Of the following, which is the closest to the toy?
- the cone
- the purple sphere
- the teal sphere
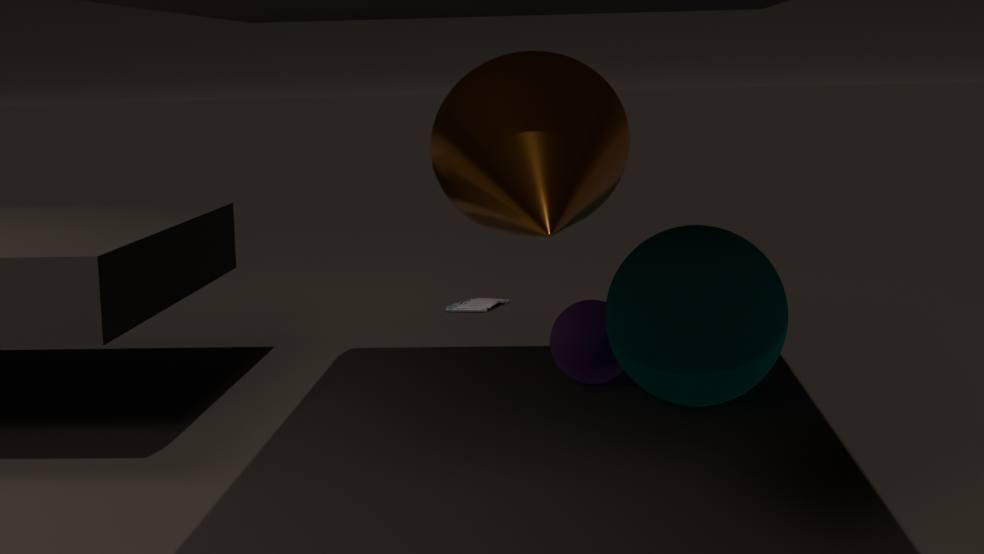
the purple sphere
